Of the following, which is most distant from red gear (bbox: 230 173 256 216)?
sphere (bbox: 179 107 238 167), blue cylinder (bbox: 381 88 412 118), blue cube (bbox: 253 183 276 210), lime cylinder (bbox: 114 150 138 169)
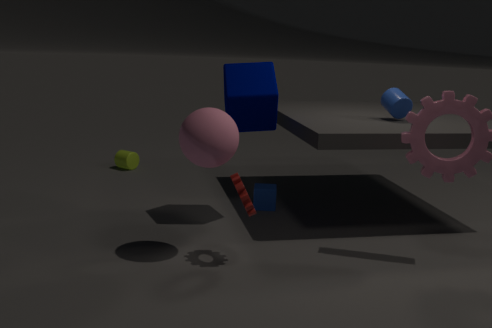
lime cylinder (bbox: 114 150 138 169)
